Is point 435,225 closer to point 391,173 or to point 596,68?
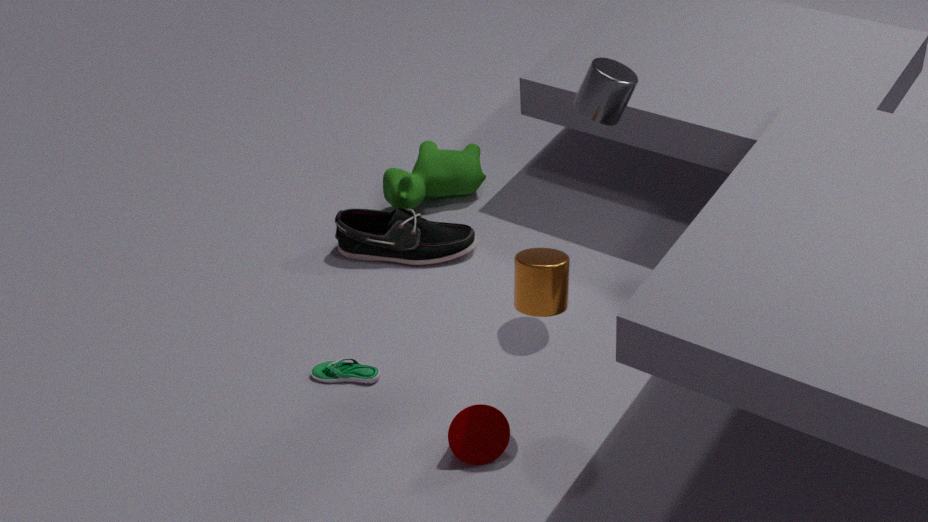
point 391,173
